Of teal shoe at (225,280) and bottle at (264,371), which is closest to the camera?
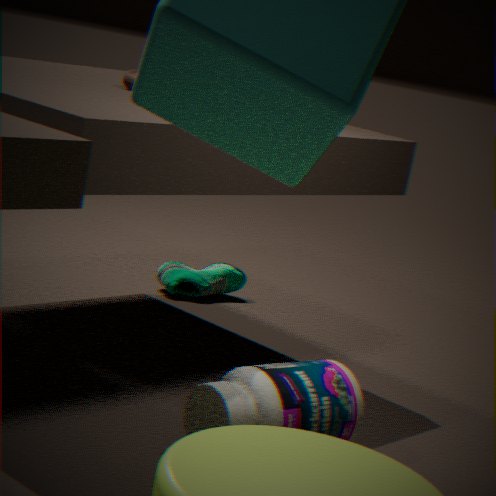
bottle at (264,371)
